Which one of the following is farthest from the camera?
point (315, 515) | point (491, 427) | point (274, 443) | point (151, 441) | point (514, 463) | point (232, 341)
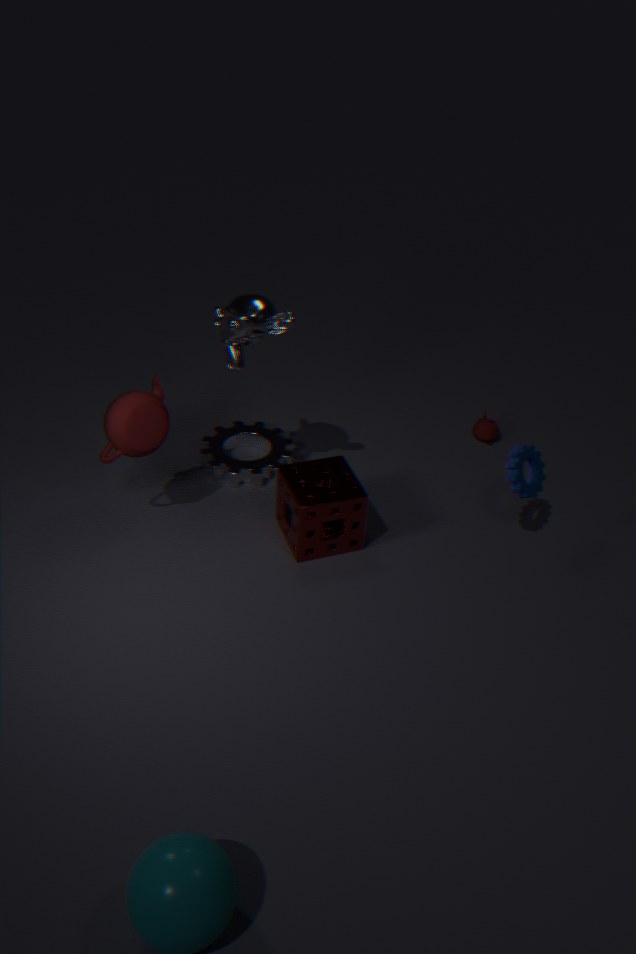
point (491, 427)
